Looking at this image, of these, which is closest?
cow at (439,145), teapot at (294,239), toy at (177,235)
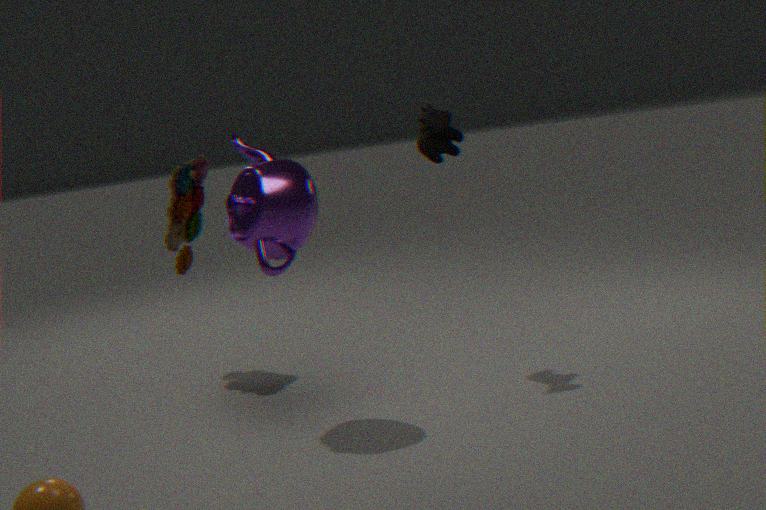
teapot at (294,239)
